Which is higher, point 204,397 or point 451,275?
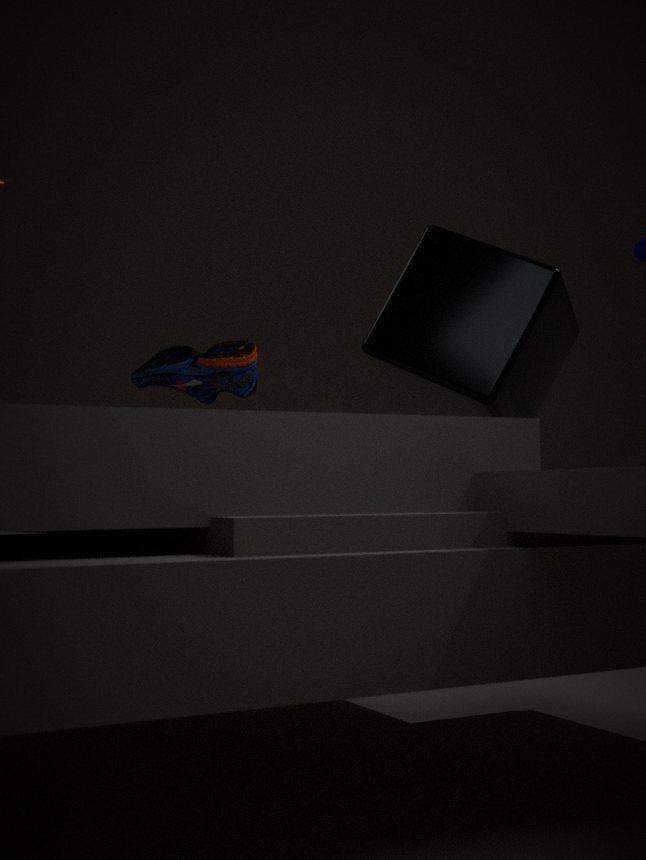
point 451,275
